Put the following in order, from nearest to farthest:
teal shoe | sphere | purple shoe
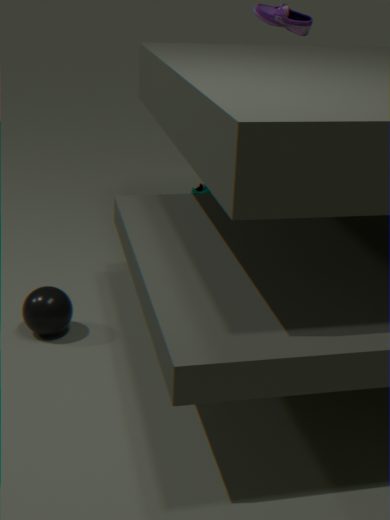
sphere < purple shoe < teal shoe
